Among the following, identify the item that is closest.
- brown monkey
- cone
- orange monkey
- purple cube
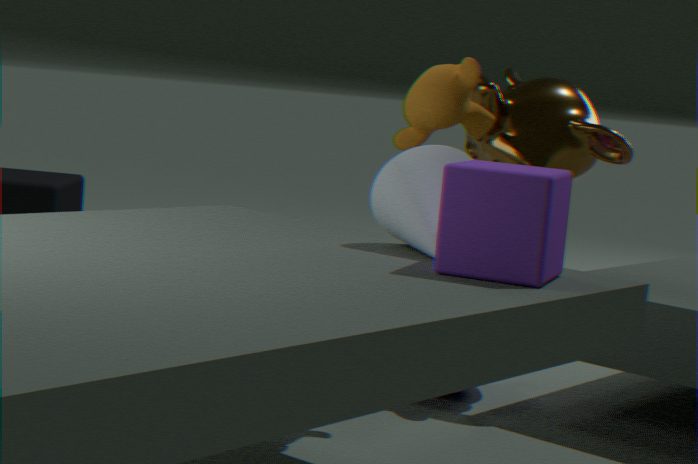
purple cube
